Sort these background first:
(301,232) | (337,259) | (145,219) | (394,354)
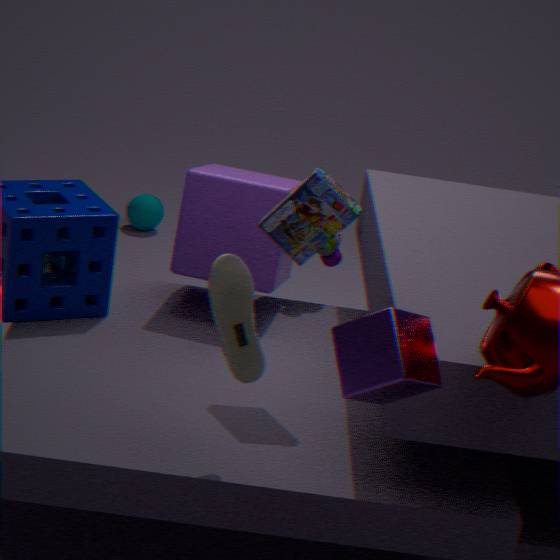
(145,219), (337,259), (301,232), (394,354)
